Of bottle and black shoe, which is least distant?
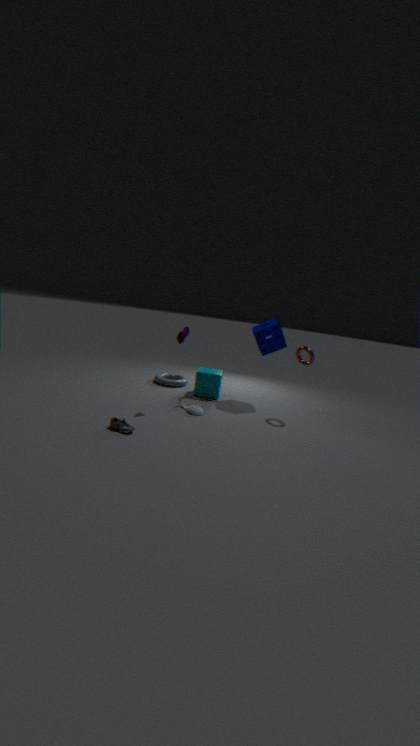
black shoe
